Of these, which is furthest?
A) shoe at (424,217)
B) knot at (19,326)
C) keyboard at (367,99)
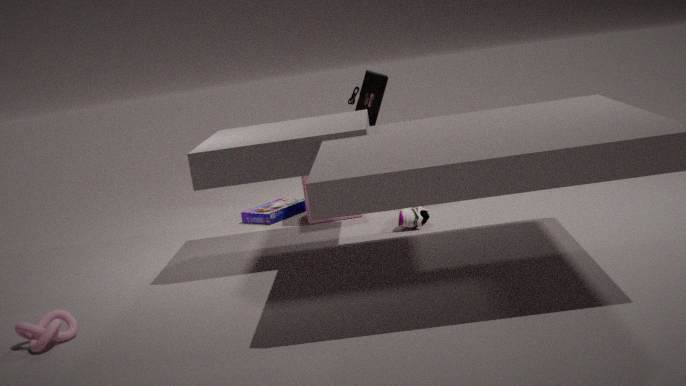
C. keyboard at (367,99)
